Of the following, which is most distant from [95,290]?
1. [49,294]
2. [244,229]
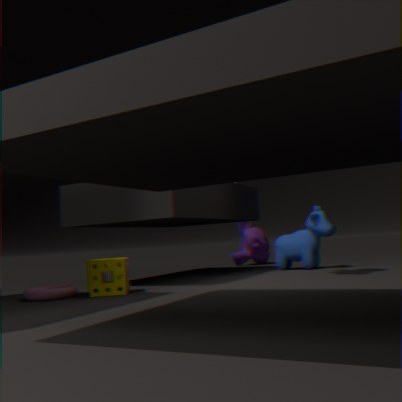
[244,229]
